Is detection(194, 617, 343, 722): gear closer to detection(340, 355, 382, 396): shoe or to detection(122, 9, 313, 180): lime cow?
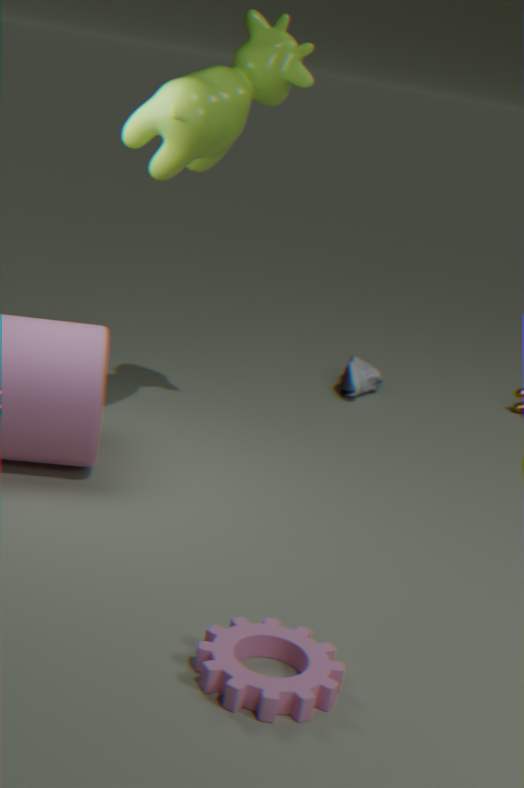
detection(122, 9, 313, 180): lime cow
